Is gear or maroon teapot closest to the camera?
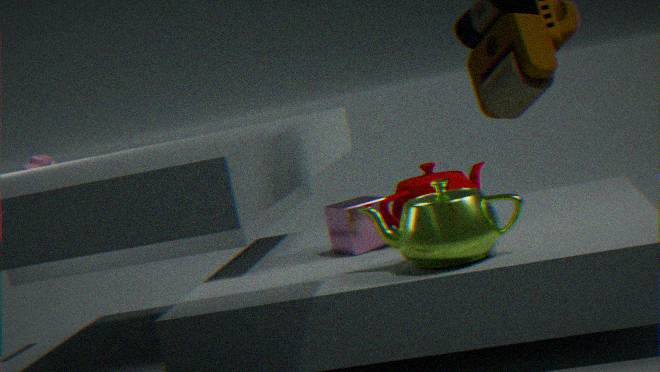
maroon teapot
